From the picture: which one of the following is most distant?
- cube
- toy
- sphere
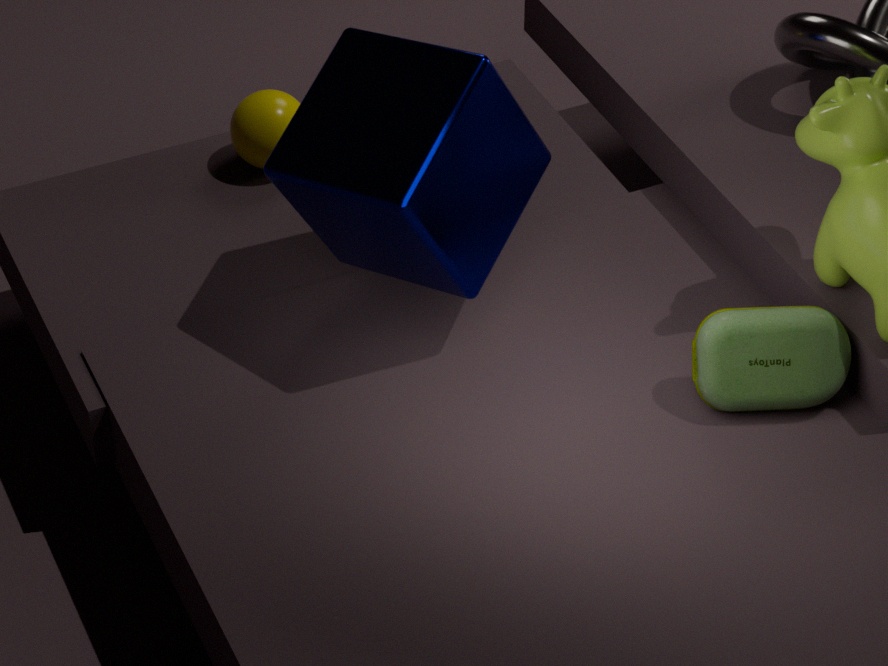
sphere
